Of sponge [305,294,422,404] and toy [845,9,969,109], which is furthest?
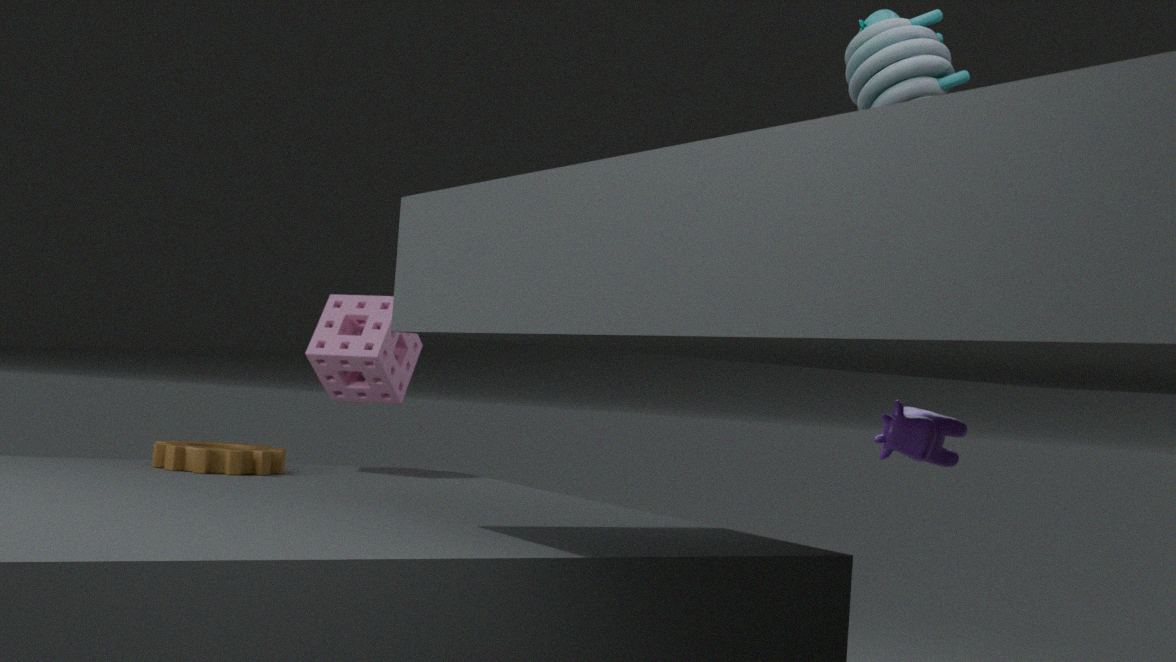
sponge [305,294,422,404]
